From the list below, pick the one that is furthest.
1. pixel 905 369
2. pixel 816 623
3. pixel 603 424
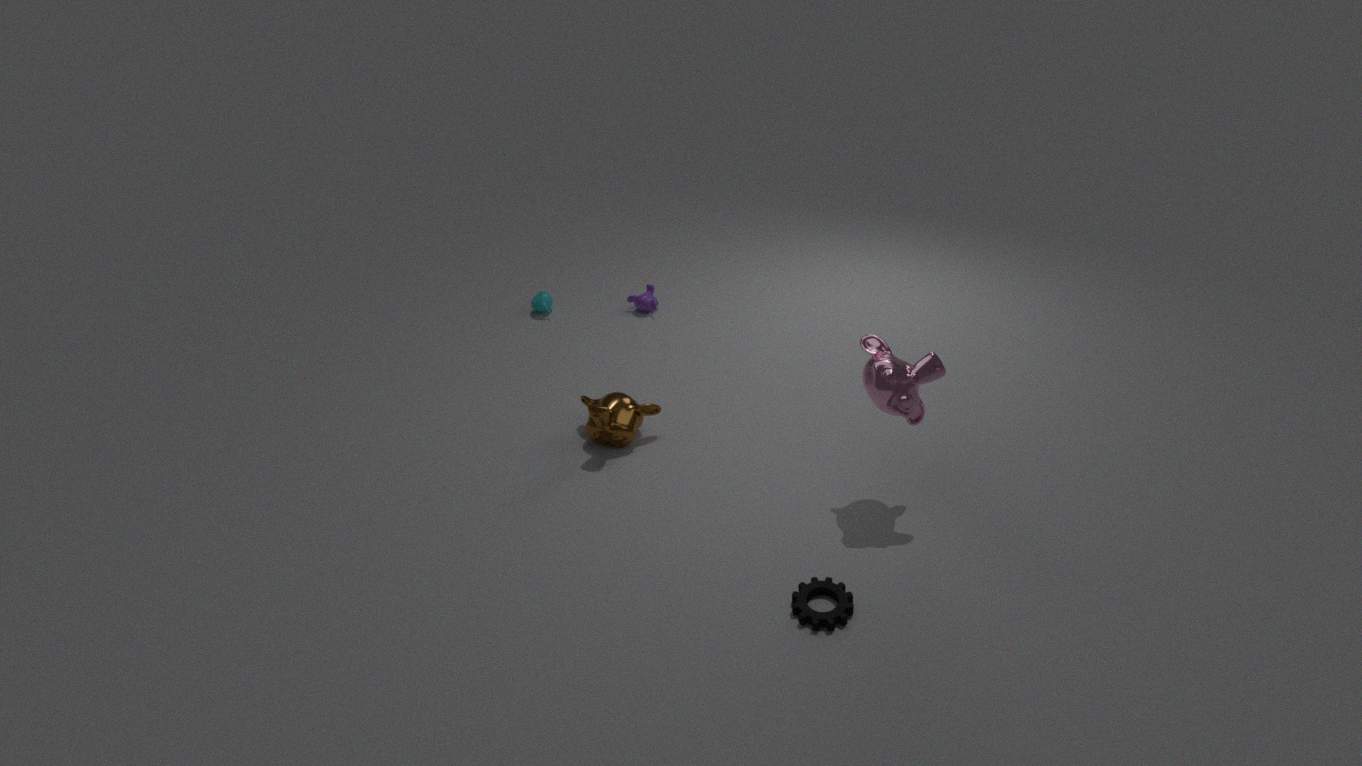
pixel 603 424
